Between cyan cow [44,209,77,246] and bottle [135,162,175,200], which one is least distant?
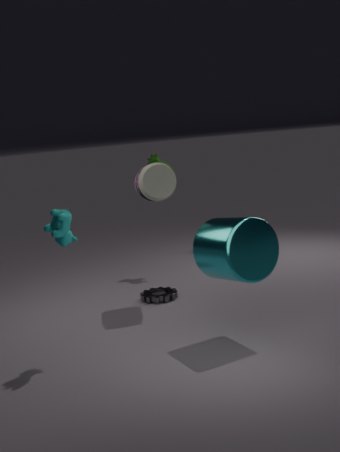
cyan cow [44,209,77,246]
